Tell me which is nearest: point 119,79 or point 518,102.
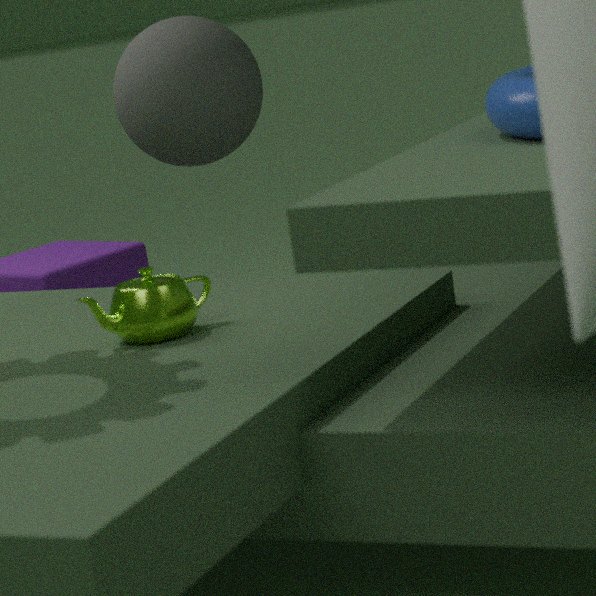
point 518,102
